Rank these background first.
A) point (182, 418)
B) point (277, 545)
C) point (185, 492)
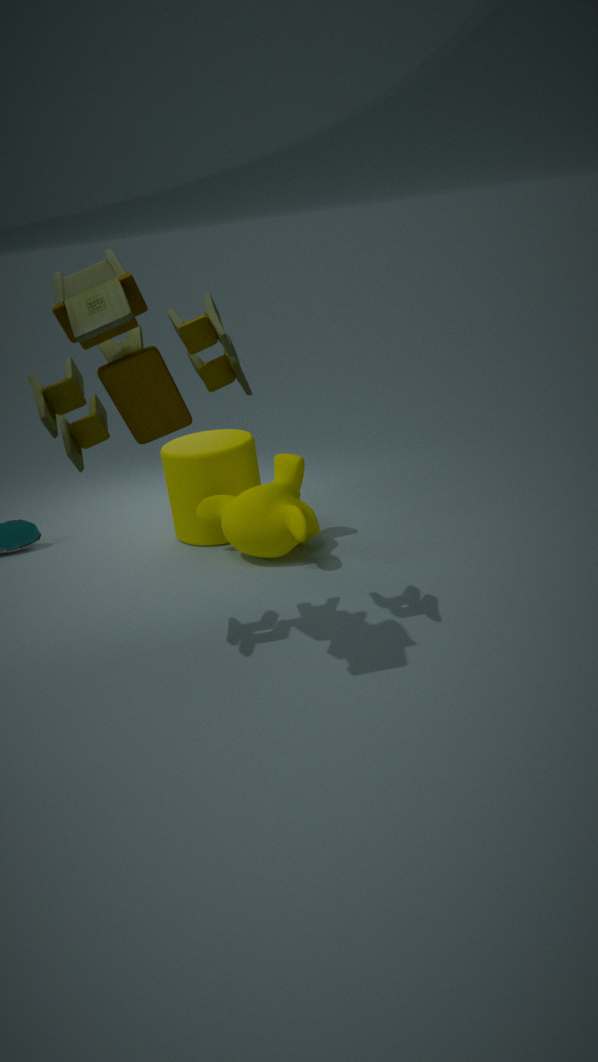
point (185, 492) < point (277, 545) < point (182, 418)
